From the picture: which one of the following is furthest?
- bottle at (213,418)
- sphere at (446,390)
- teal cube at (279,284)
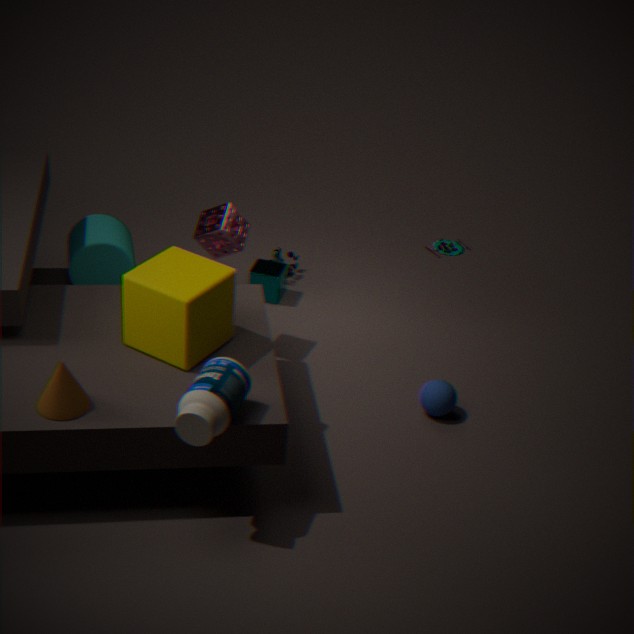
teal cube at (279,284)
